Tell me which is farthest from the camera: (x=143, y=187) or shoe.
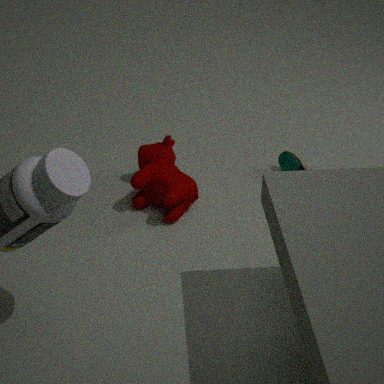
(x=143, y=187)
